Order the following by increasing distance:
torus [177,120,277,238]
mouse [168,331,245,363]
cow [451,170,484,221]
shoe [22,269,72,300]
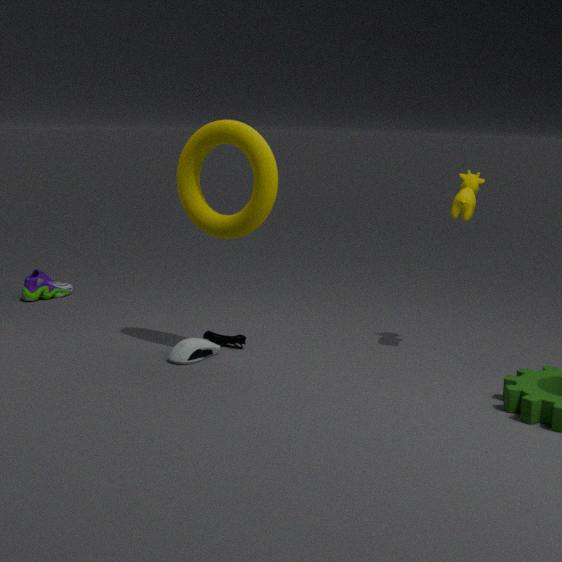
torus [177,120,277,238]
cow [451,170,484,221]
mouse [168,331,245,363]
shoe [22,269,72,300]
